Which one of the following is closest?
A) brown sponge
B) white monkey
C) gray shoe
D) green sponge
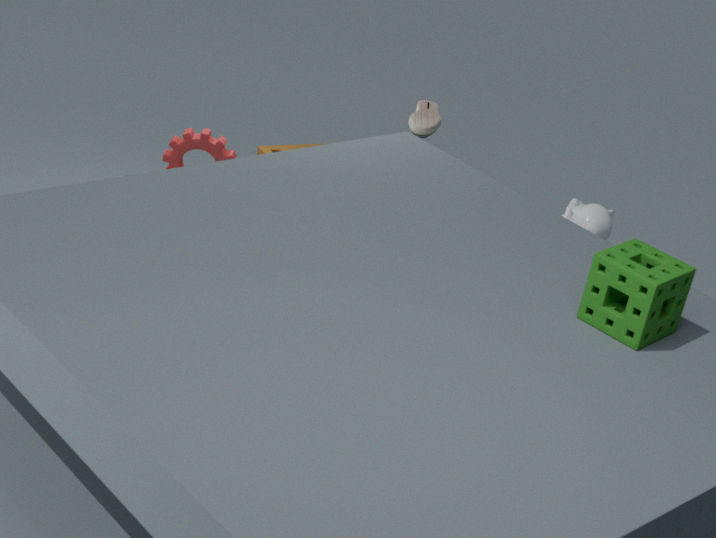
green sponge
